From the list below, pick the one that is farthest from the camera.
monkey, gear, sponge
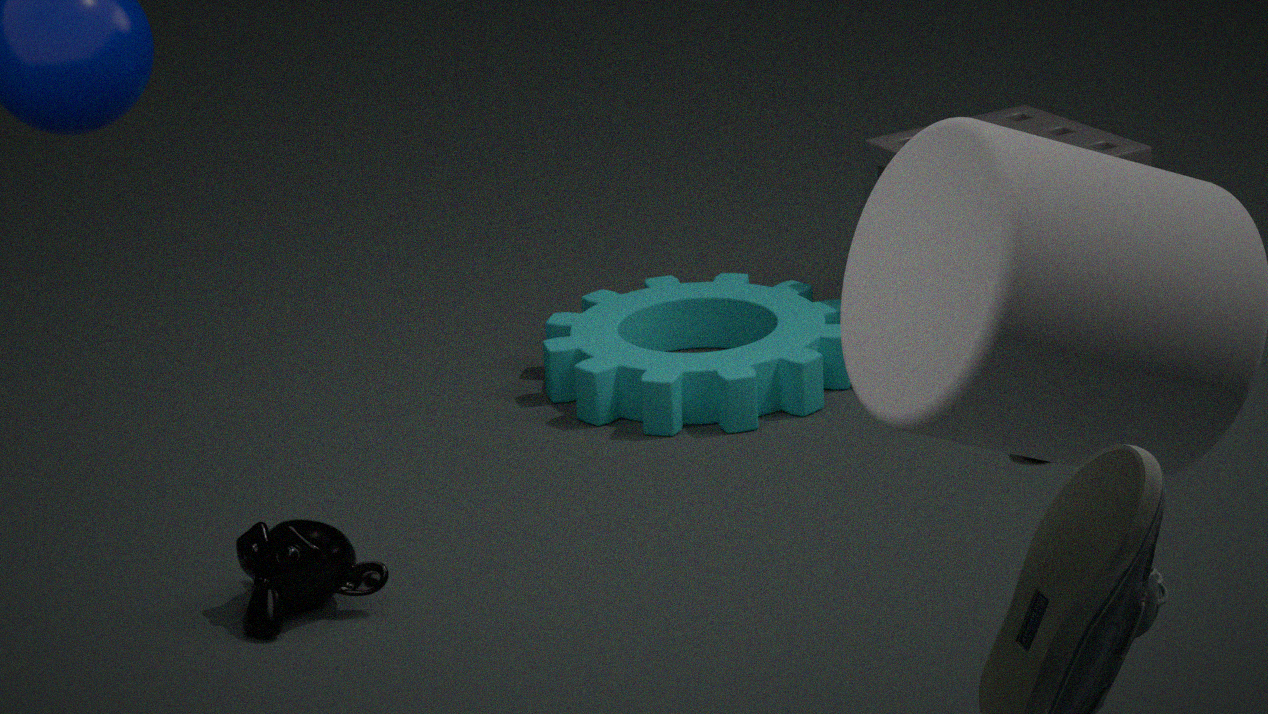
Answer: sponge
